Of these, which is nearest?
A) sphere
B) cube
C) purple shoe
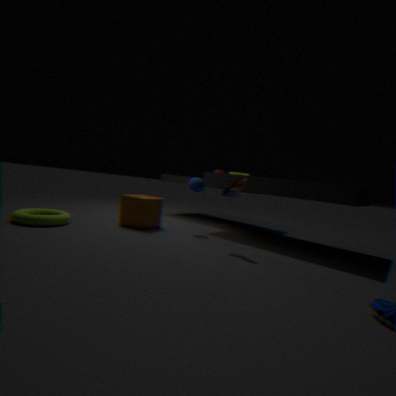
purple shoe
